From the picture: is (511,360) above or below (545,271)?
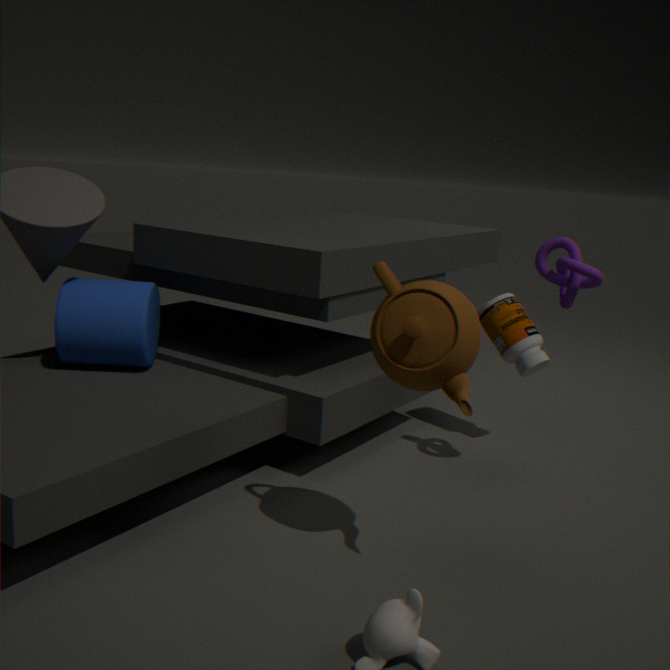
below
